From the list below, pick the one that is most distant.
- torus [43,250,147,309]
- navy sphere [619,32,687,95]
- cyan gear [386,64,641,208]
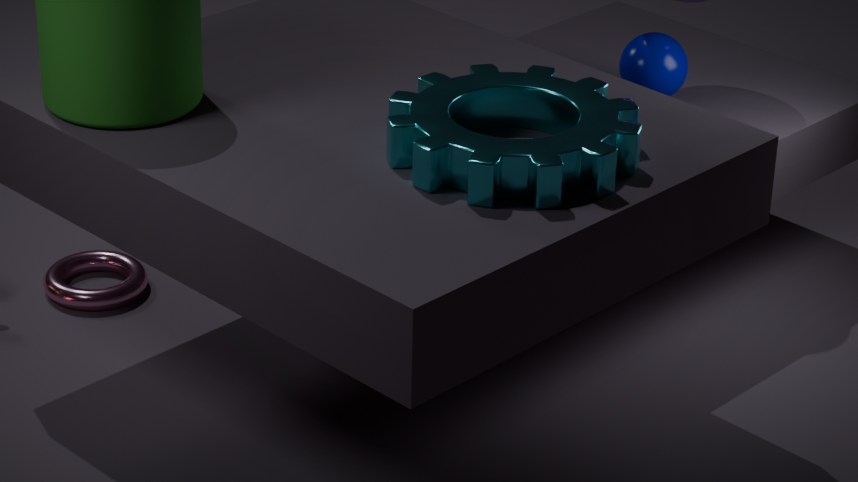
navy sphere [619,32,687,95]
